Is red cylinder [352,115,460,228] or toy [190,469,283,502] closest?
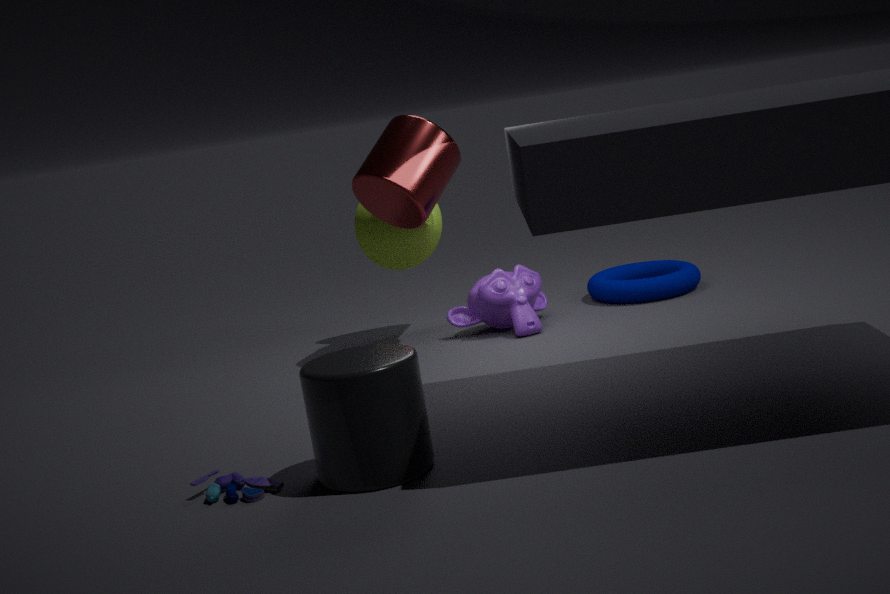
toy [190,469,283,502]
